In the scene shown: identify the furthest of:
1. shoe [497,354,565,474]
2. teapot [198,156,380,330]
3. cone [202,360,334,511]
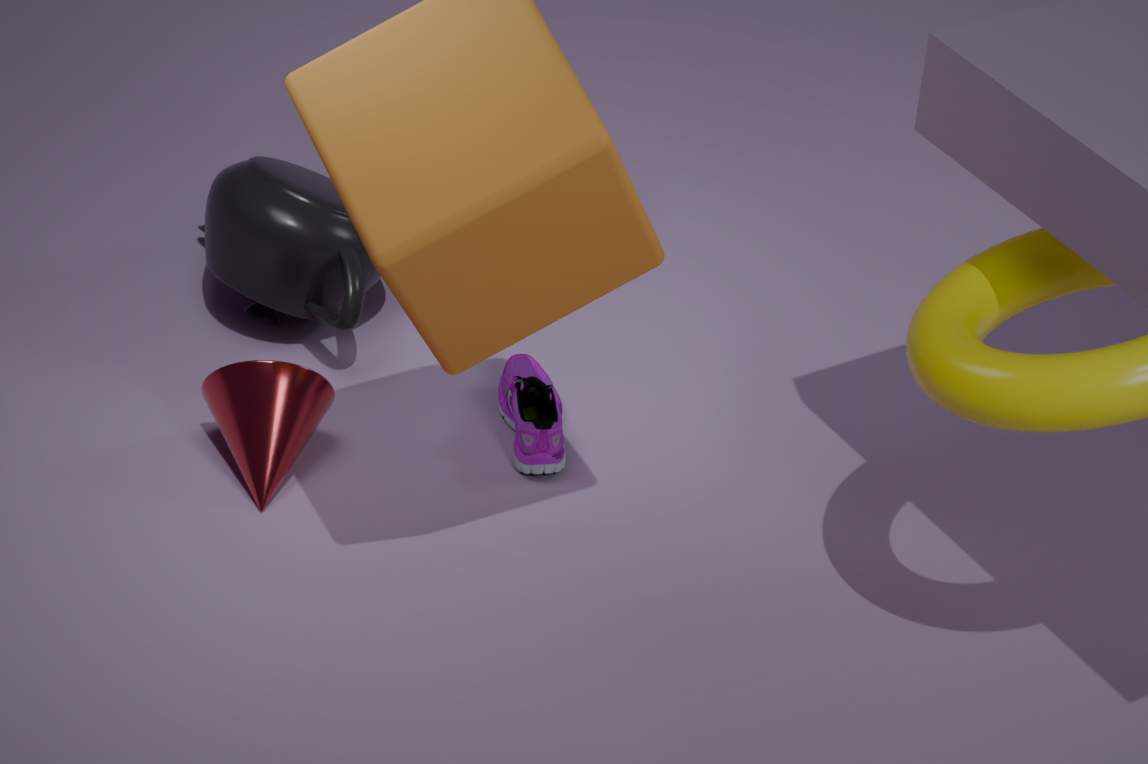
teapot [198,156,380,330]
